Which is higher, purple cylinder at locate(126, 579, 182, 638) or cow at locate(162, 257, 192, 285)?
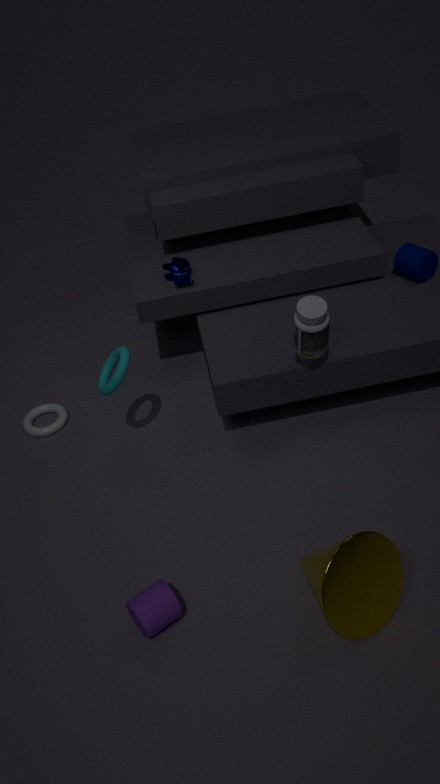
cow at locate(162, 257, 192, 285)
